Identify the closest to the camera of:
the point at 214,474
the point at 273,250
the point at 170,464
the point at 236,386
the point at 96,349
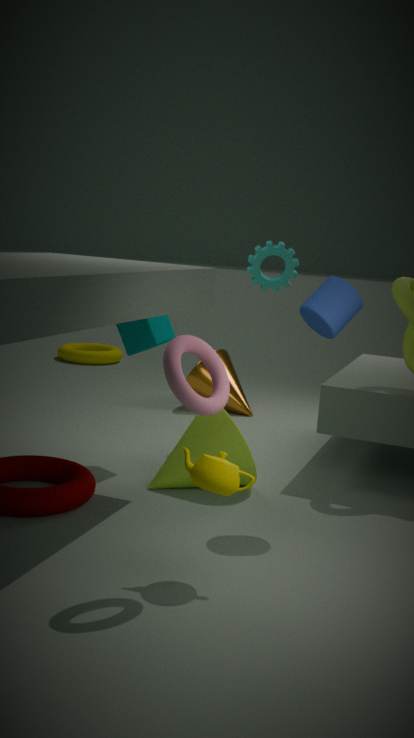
the point at 214,474
